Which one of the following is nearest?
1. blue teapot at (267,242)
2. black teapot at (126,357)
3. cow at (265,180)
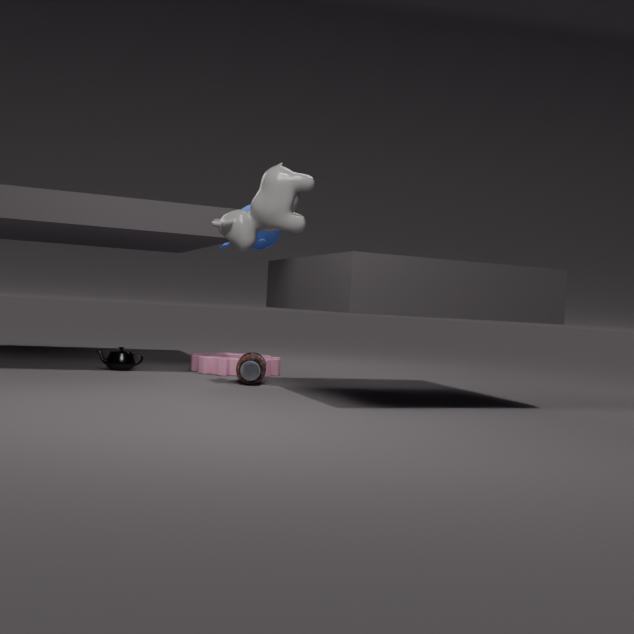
cow at (265,180)
